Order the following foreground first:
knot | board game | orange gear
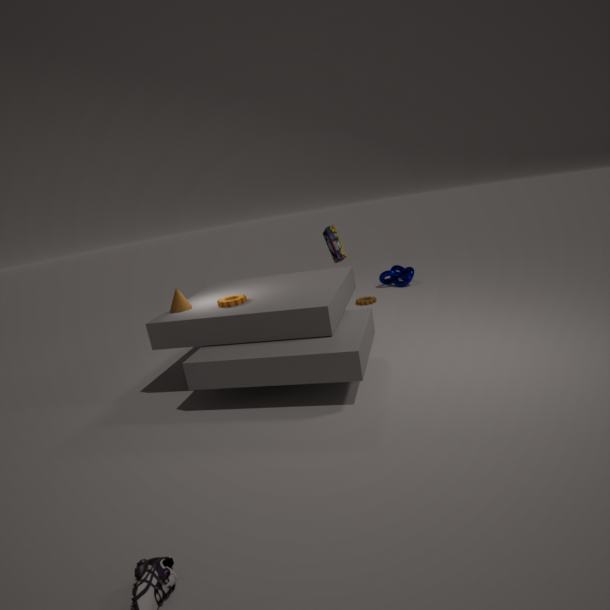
orange gear < board game < knot
